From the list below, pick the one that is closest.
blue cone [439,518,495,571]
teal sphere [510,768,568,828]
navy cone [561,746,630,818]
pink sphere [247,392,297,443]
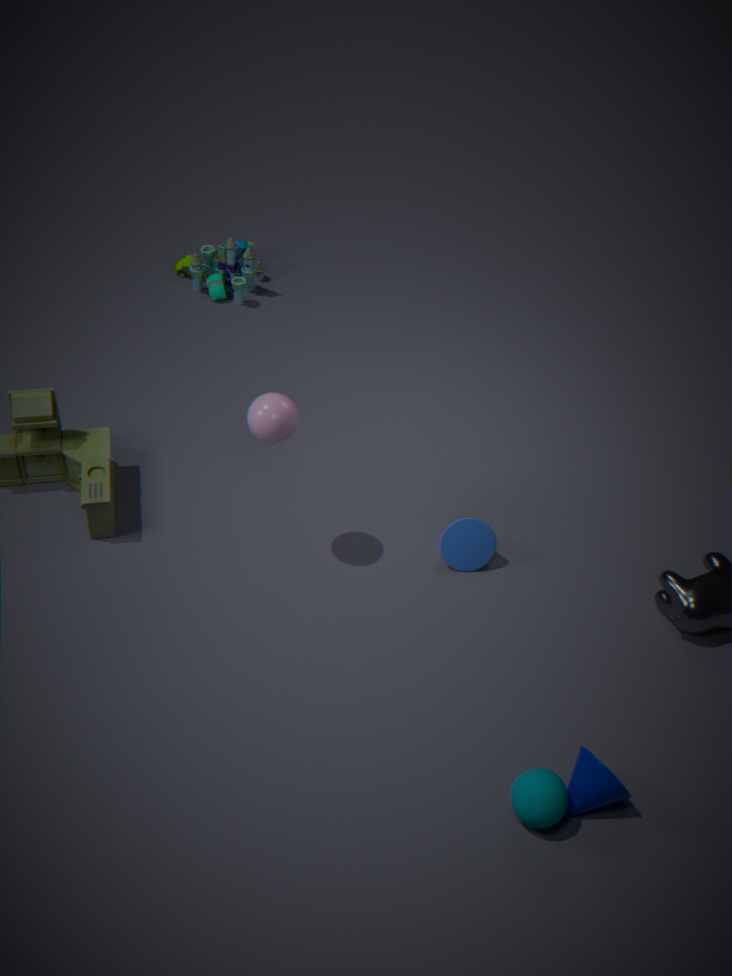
teal sphere [510,768,568,828]
